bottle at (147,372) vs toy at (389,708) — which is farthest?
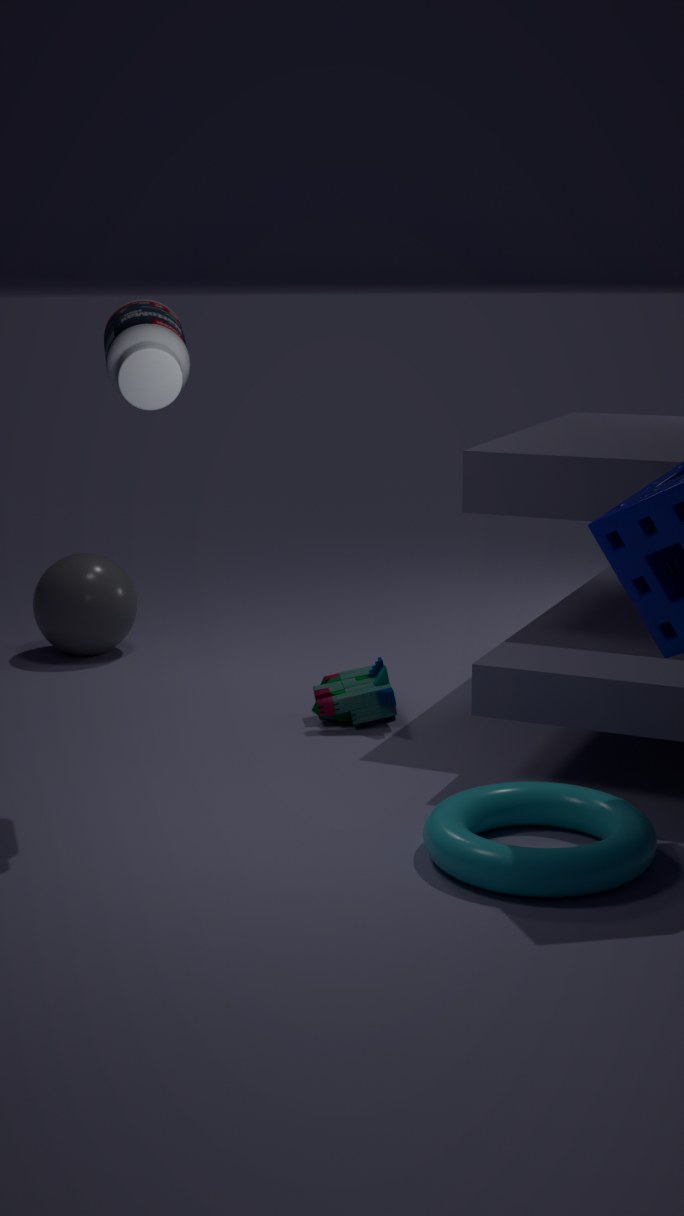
toy at (389,708)
